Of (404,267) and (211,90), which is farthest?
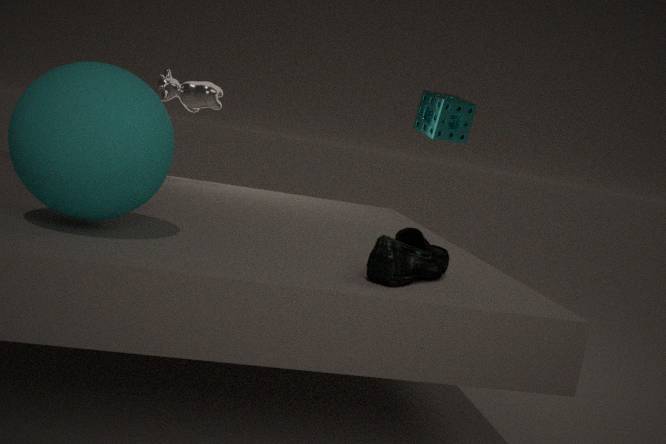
(211,90)
